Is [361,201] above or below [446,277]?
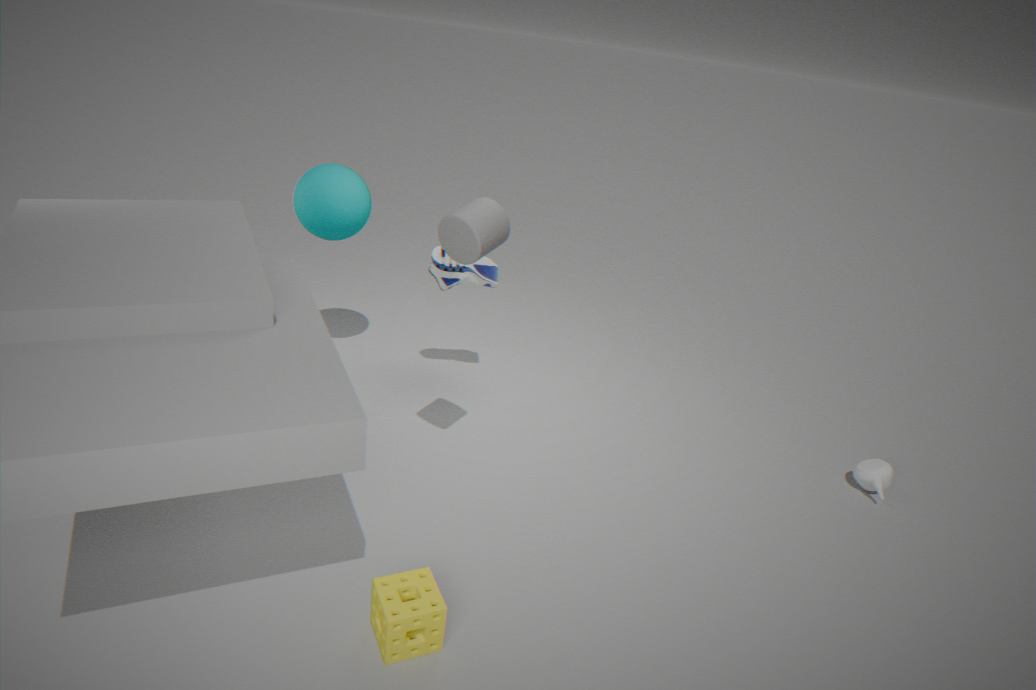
above
